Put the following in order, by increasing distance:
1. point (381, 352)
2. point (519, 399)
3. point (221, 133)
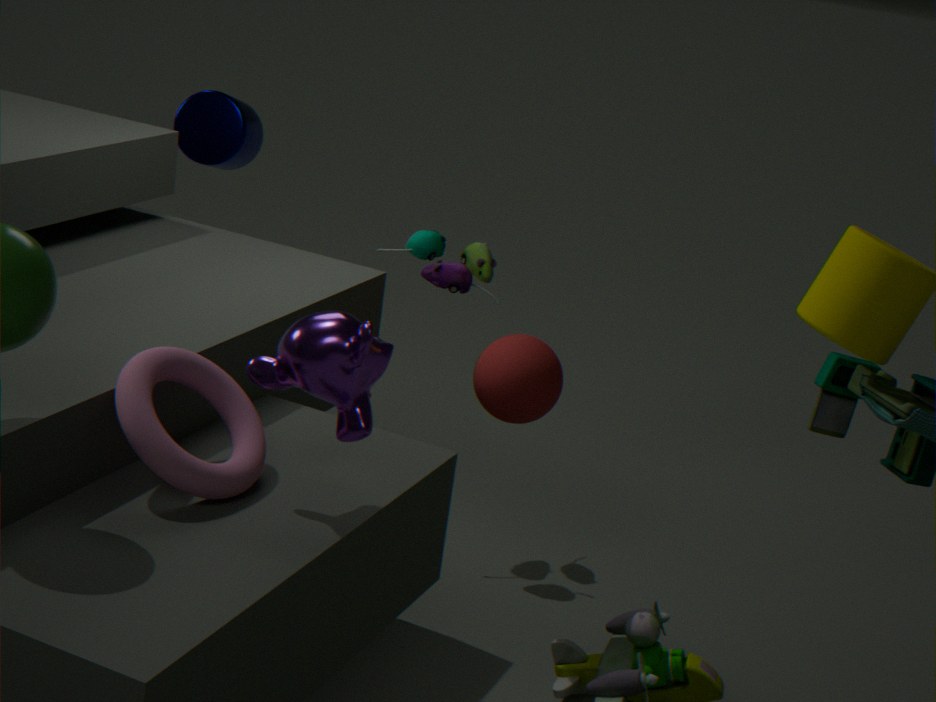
point (381, 352), point (519, 399), point (221, 133)
